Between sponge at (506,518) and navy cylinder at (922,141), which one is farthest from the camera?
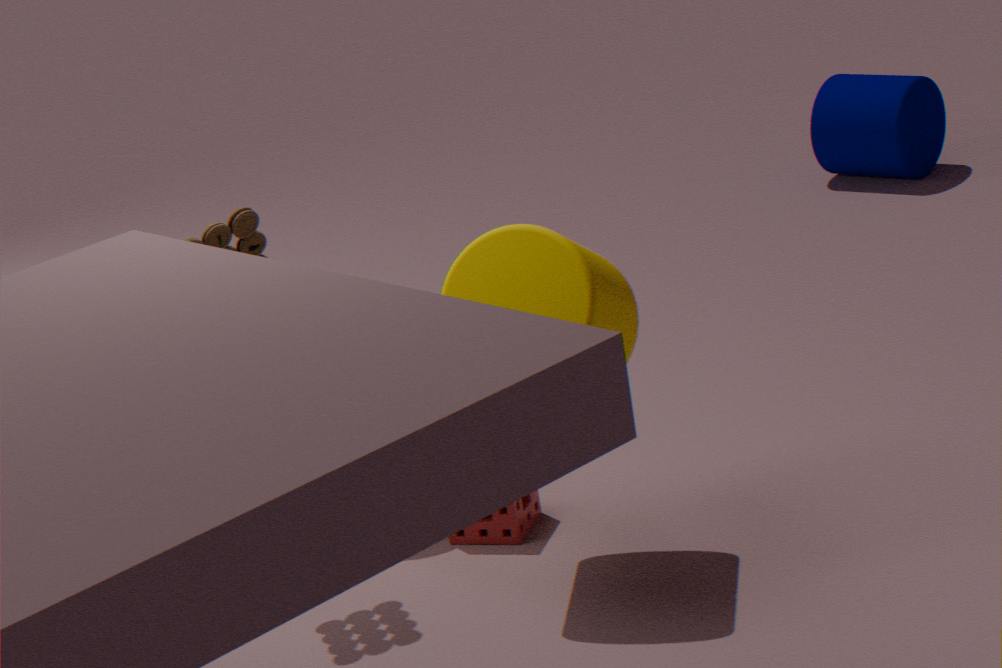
navy cylinder at (922,141)
